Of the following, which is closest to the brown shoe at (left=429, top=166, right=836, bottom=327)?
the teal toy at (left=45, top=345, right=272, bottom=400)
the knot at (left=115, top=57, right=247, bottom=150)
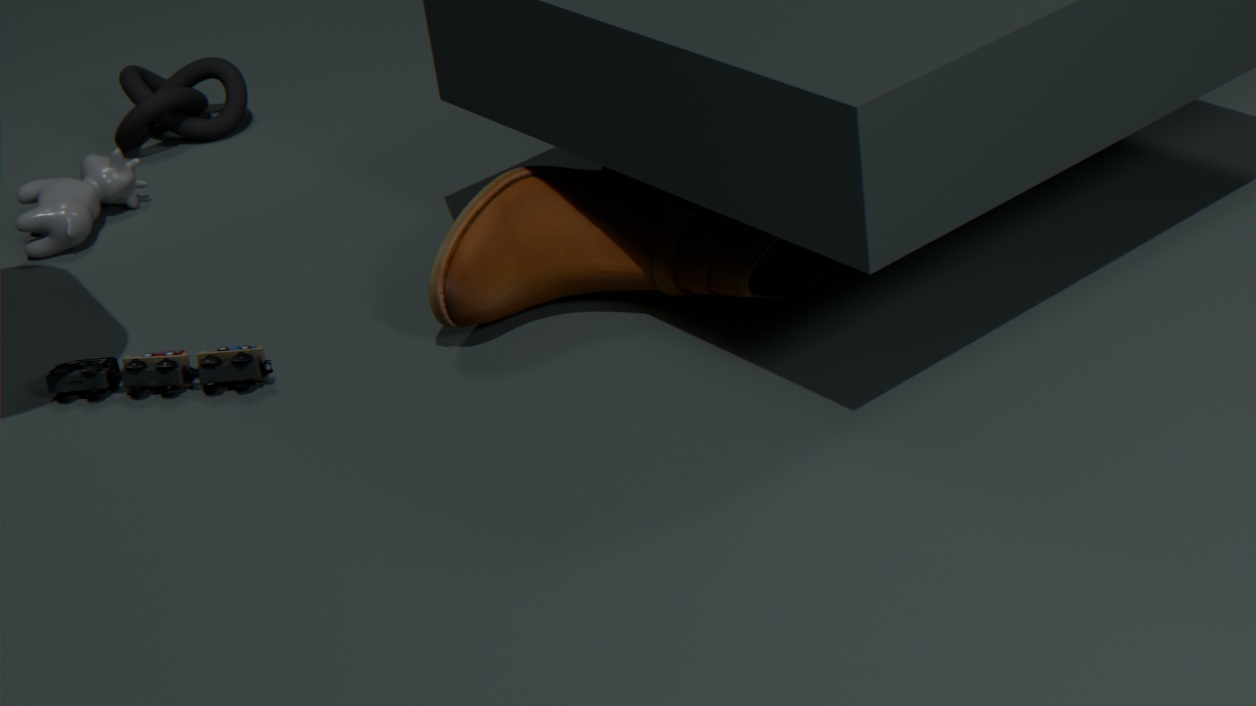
the teal toy at (left=45, top=345, right=272, bottom=400)
